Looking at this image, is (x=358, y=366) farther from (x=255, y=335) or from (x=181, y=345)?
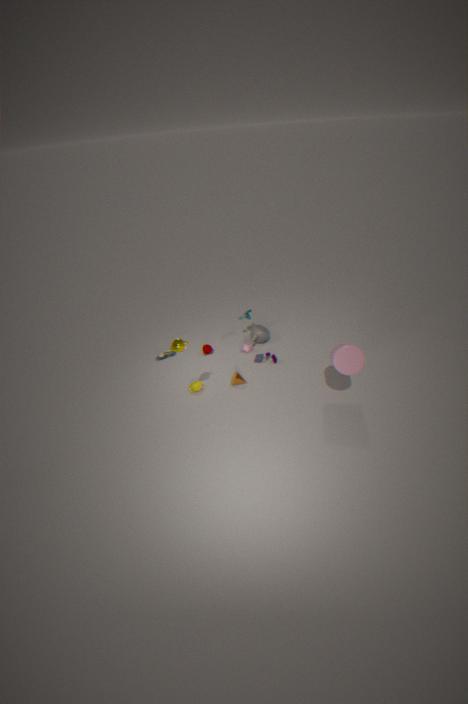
(x=181, y=345)
